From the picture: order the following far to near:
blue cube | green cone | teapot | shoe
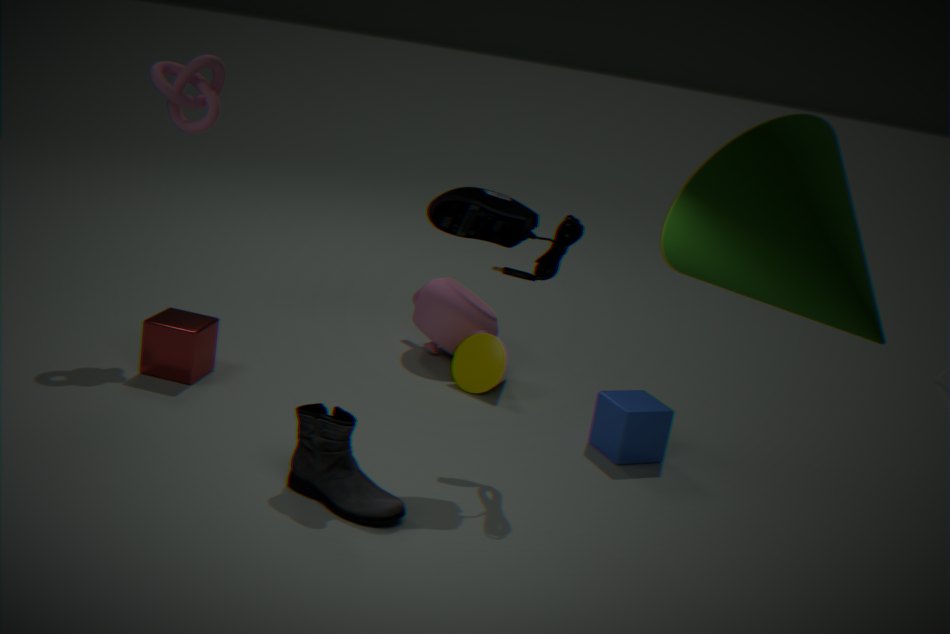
teapot < blue cube < shoe < green cone
